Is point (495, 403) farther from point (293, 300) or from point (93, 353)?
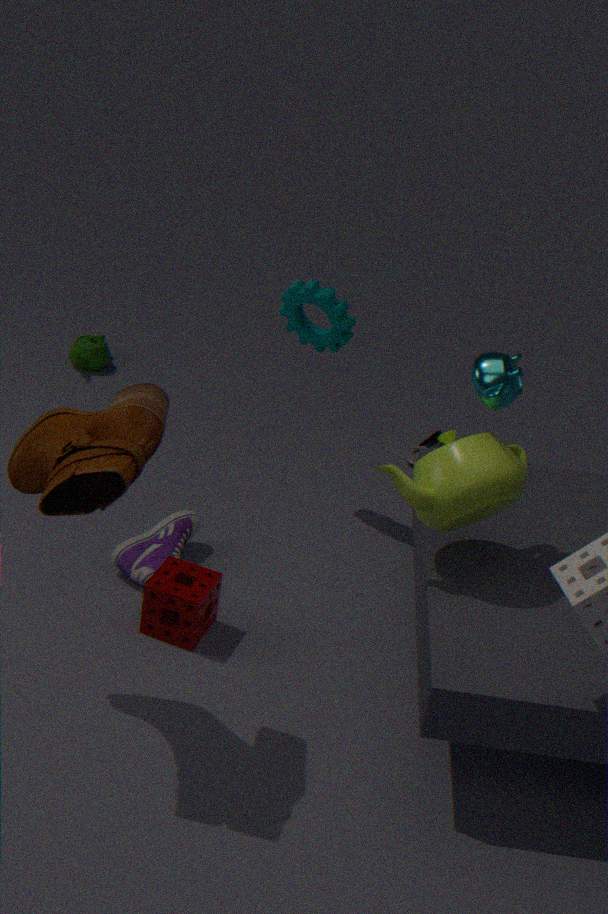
point (93, 353)
